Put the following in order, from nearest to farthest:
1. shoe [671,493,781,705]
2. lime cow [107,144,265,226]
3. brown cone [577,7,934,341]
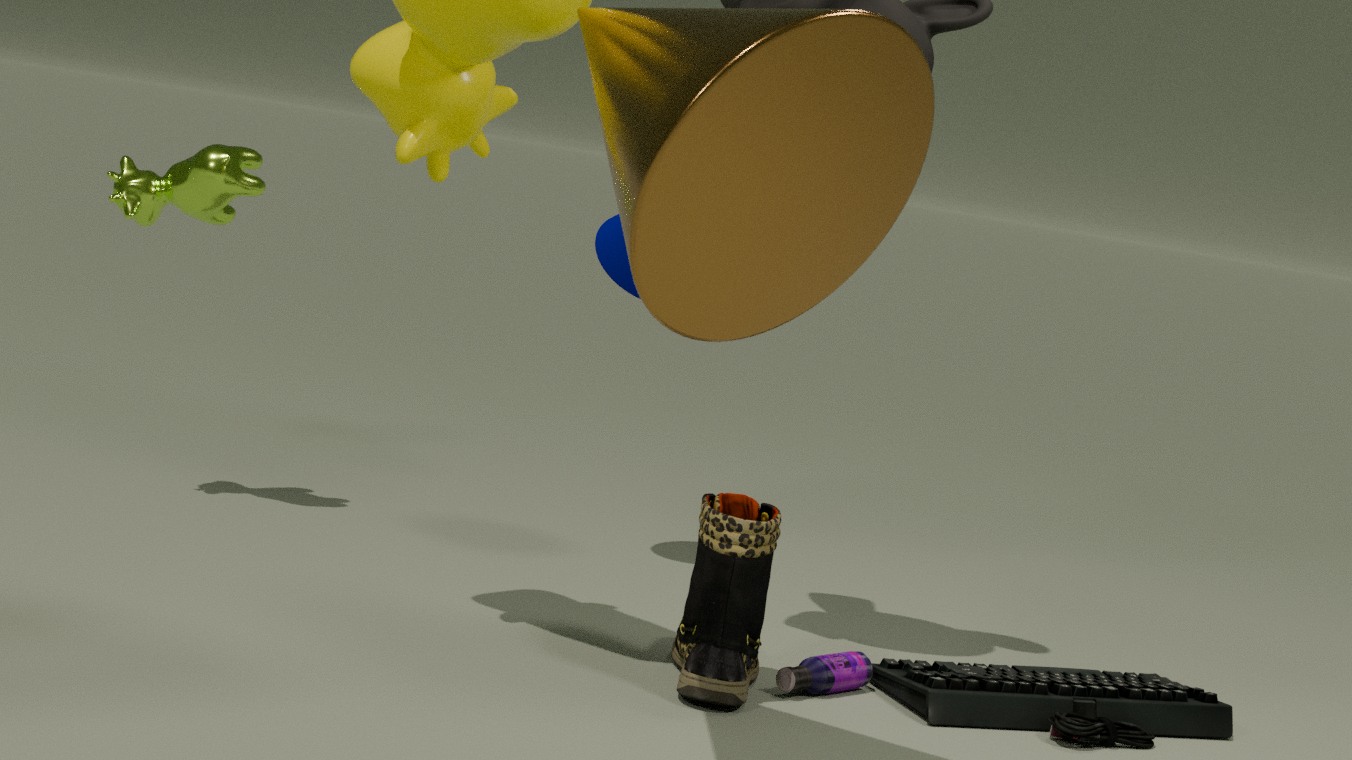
brown cone [577,7,934,341]
shoe [671,493,781,705]
lime cow [107,144,265,226]
